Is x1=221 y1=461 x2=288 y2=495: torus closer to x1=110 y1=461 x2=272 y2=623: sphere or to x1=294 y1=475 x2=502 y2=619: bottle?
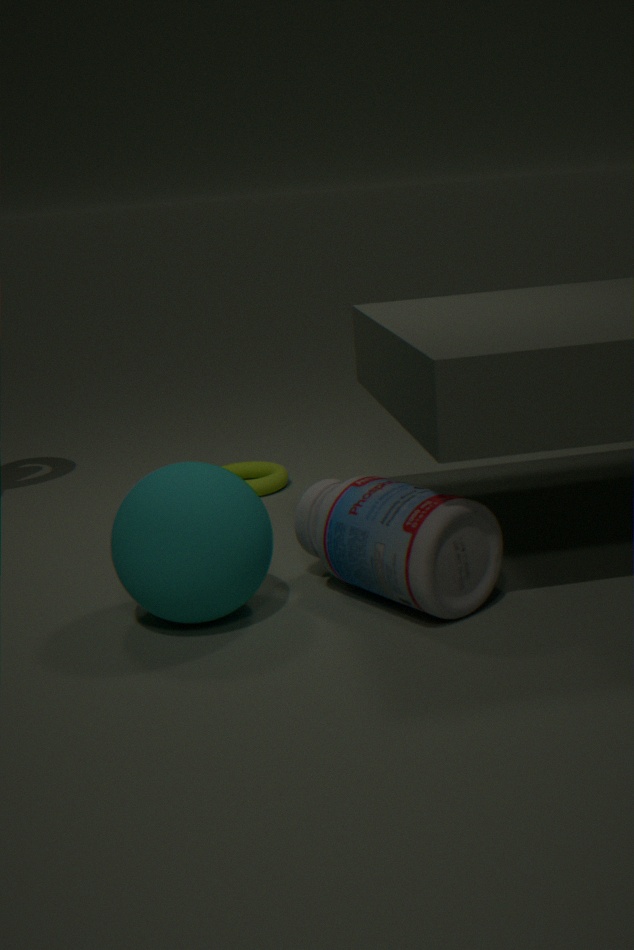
x1=294 y1=475 x2=502 y2=619: bottle
